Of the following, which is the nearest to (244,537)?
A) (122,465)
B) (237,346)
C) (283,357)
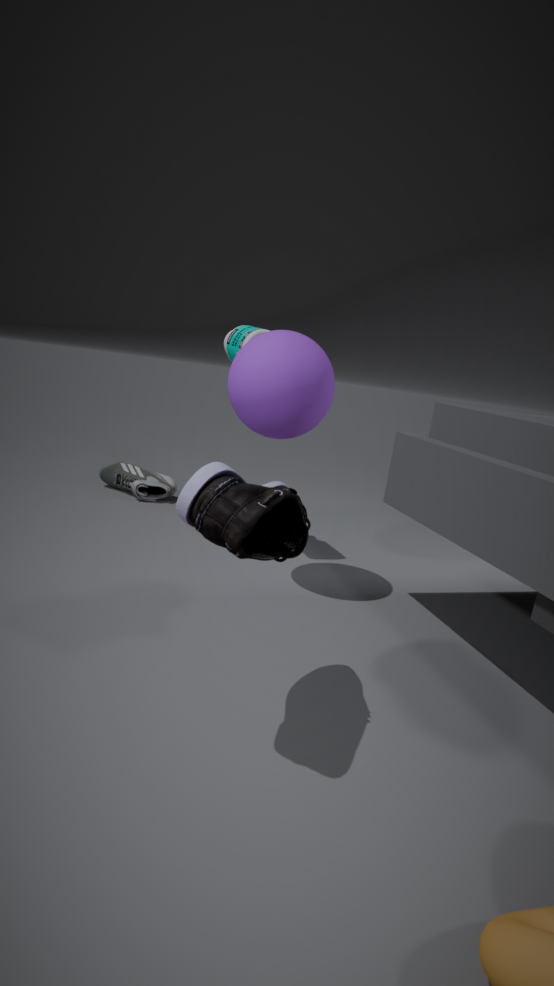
(283,357)
